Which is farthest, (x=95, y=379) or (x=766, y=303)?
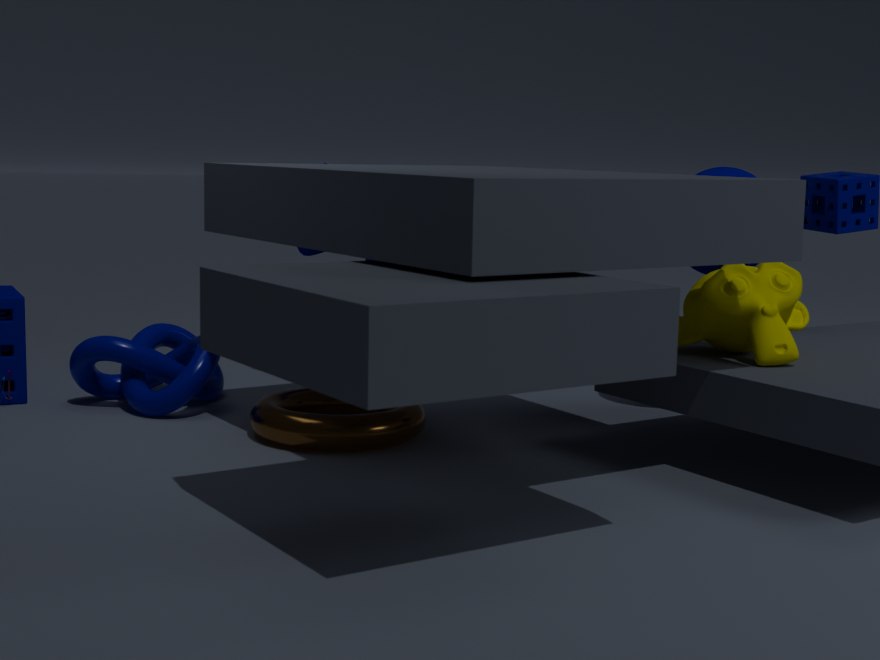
(x=95, y=379)
